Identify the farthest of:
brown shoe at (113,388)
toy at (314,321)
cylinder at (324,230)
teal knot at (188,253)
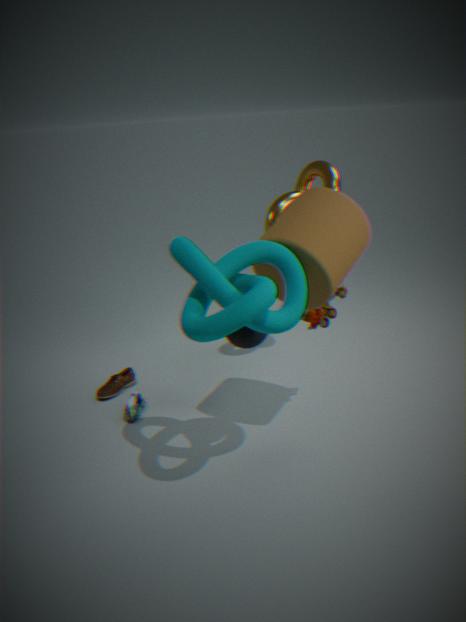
brown shoe at (113,388)
